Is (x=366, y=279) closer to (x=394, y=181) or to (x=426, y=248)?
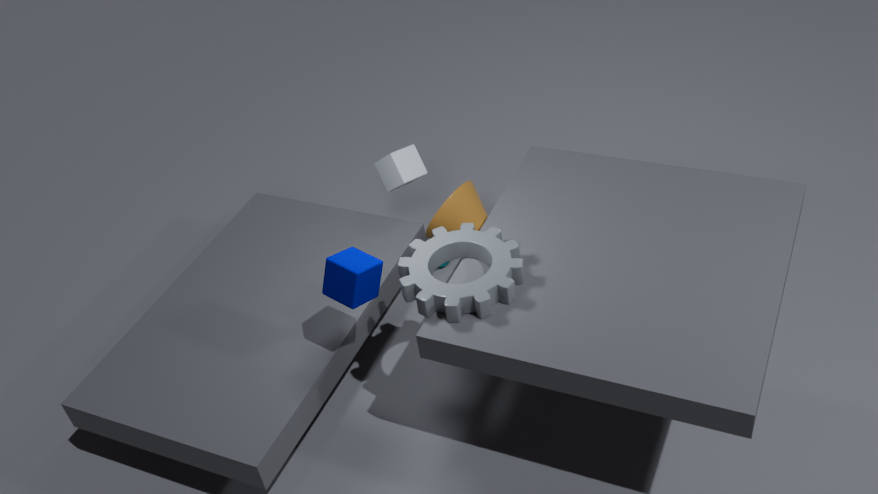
(x=426, y=248)
